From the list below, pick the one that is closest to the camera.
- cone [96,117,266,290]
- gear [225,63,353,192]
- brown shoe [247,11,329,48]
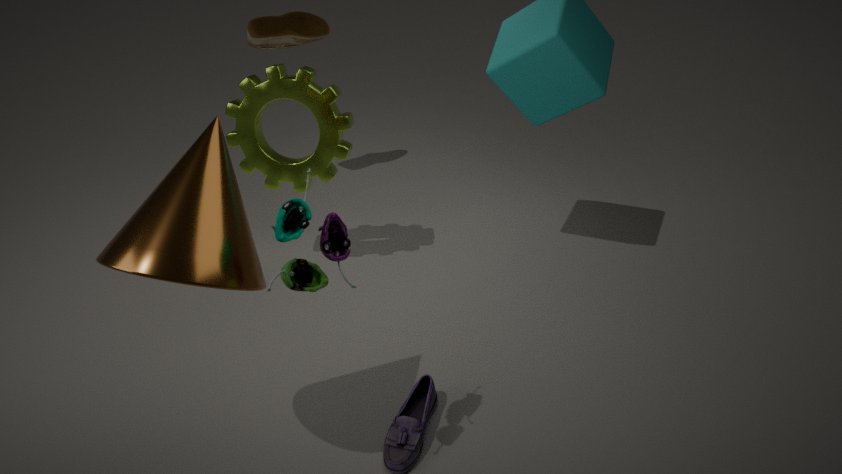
cone [96,117,266,290]
